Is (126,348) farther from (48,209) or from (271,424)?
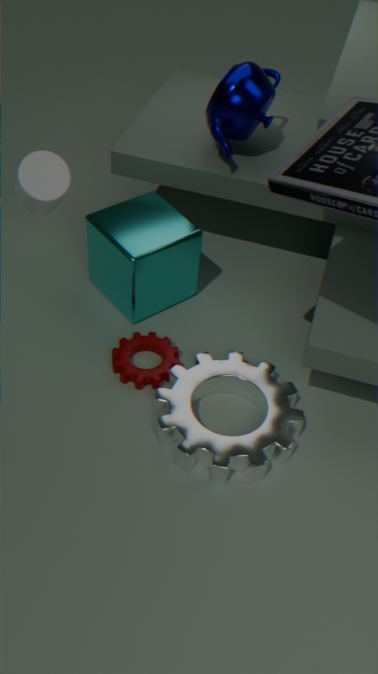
(48,209)
